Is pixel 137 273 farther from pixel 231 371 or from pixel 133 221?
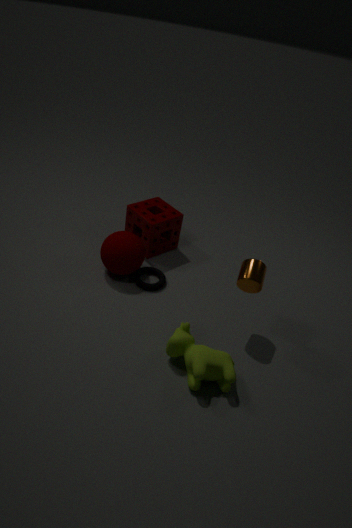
pixel 231 371
